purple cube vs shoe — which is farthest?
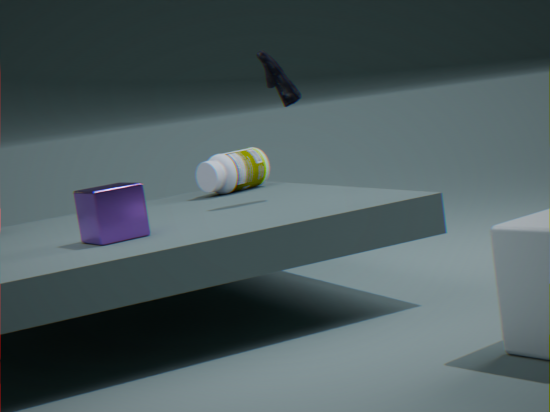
shoe
